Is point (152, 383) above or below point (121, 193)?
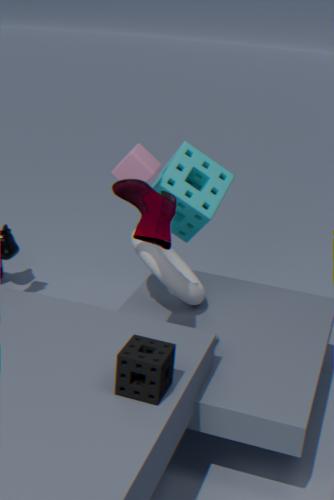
below
